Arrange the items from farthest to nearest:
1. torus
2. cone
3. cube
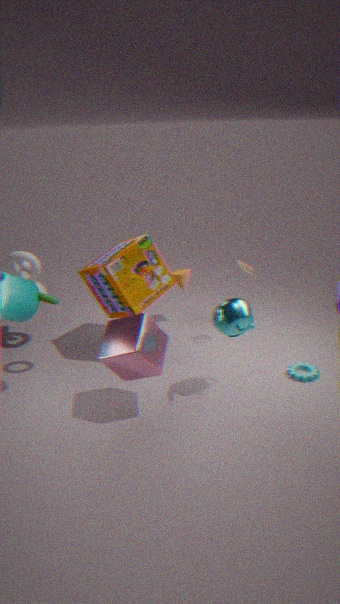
cone < torus < cube
